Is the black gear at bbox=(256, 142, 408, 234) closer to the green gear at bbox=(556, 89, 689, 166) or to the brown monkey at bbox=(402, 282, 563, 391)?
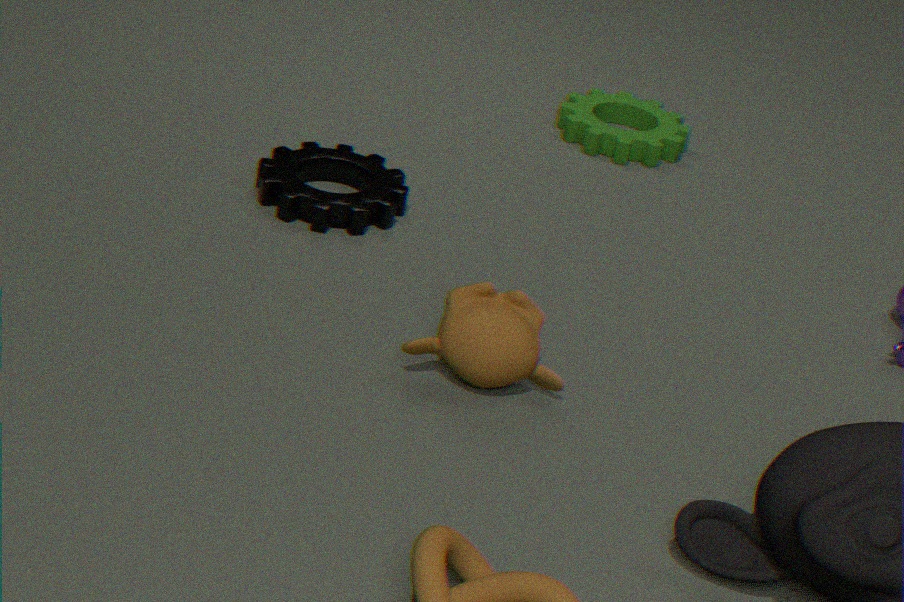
the brown monkey at bbox=(402, 282, 563, 391)
